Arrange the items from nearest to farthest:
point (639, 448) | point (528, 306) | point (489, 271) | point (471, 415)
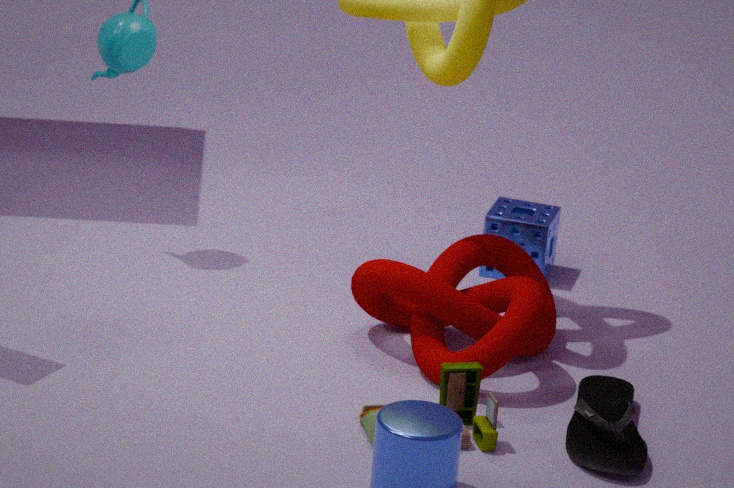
→ point (639, 448) < point (471, 415) < point (528, 306) < point (489, 271)
